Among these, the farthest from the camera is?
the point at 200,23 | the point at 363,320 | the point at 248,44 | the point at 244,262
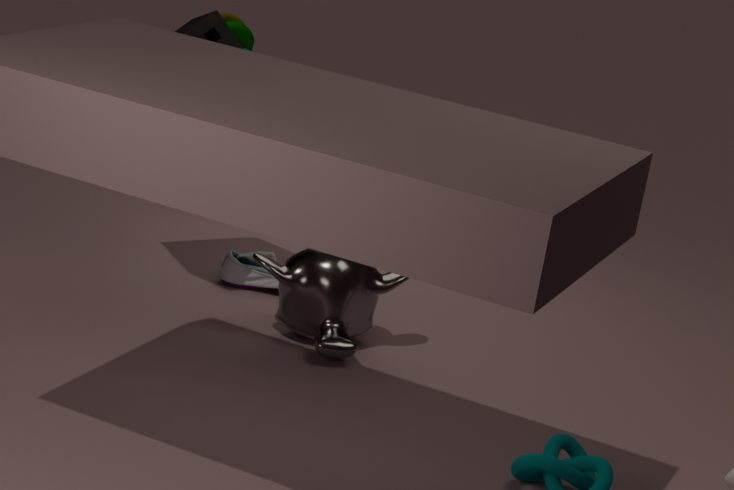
the point at 248,44
